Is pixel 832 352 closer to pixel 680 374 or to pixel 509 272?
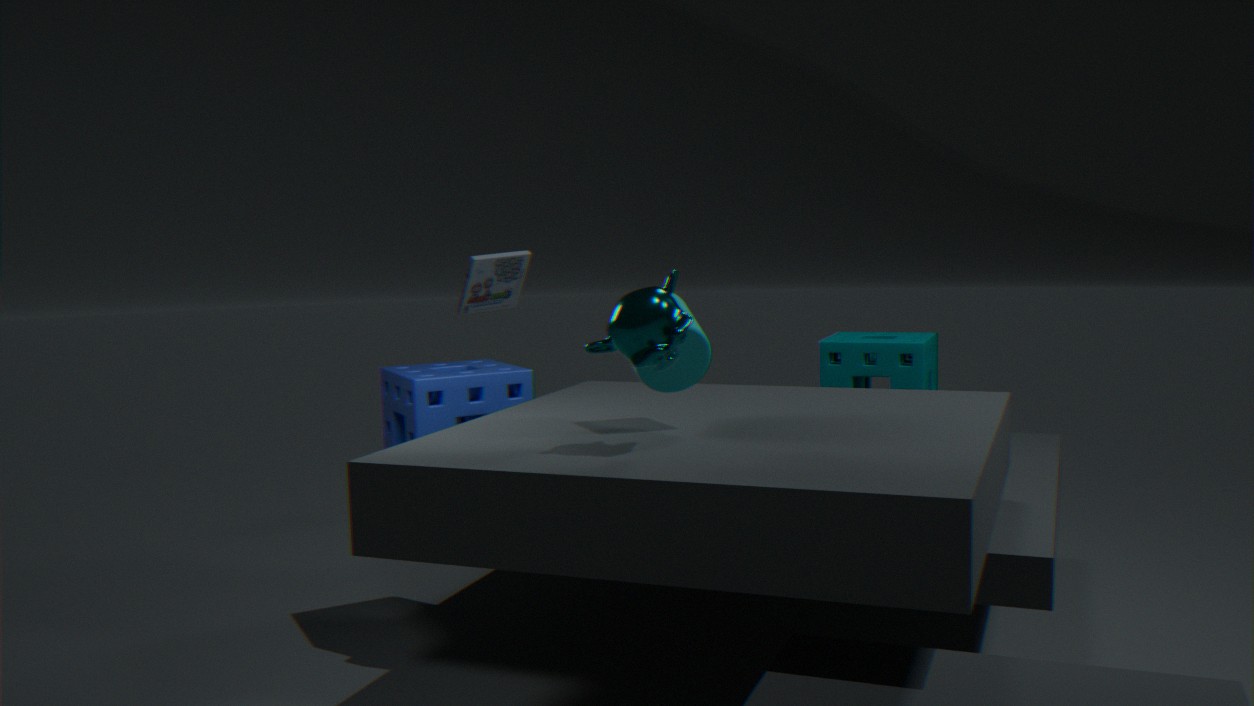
pixel 509 272
